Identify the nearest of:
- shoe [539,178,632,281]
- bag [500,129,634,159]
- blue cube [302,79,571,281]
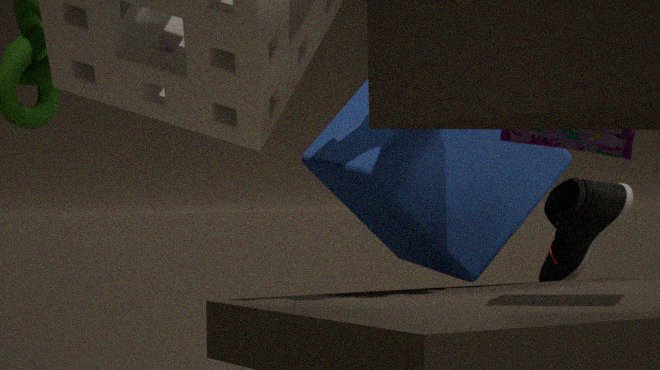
bag [500,129,634,159]
